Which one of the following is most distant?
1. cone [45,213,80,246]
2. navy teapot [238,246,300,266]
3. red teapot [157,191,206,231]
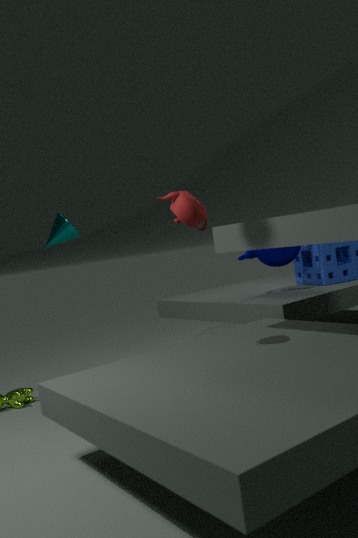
navy teapot [238,246,300,266]
